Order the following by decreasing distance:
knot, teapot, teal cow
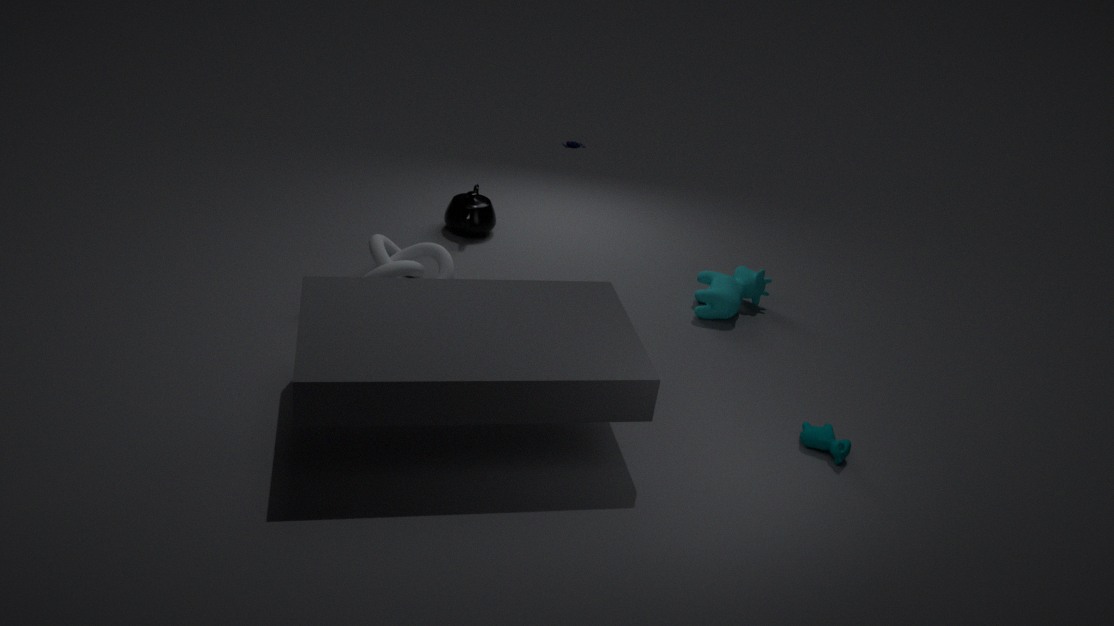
teapot < knot < teal cow
